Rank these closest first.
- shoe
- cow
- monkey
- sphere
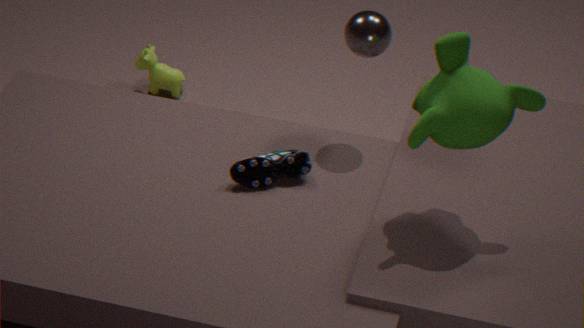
monkey → shoe → sphere → cow
